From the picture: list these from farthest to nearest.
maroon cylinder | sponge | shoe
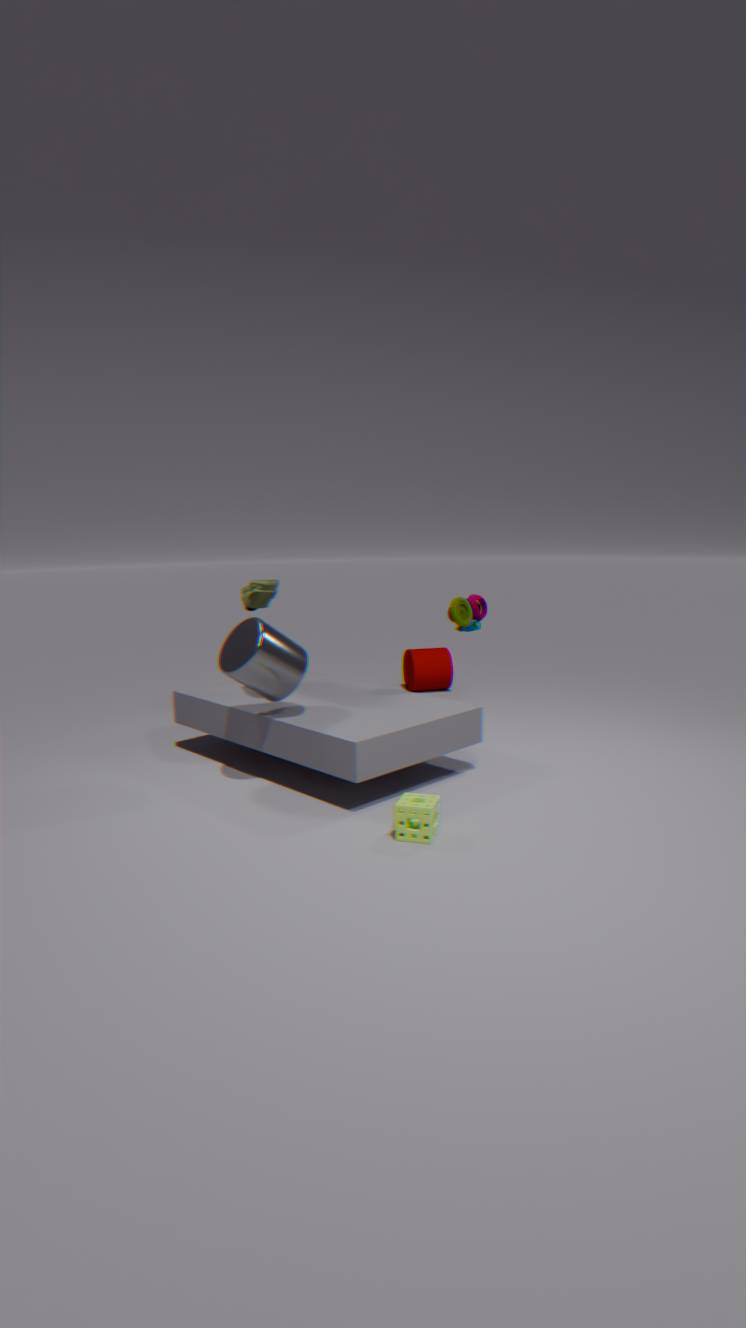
maroon cylinder, shoe, sponge
